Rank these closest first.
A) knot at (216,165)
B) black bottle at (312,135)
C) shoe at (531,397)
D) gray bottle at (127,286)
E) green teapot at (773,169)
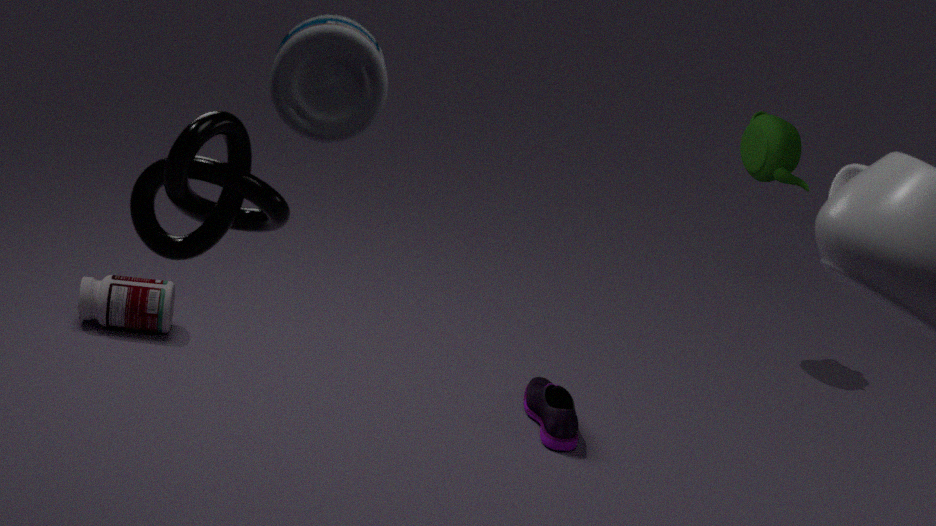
black bottle at (312,135) < knot at (216,165) < shoe at (531,397) < gray bottle at (127,286) < green teapot at (773,169)
